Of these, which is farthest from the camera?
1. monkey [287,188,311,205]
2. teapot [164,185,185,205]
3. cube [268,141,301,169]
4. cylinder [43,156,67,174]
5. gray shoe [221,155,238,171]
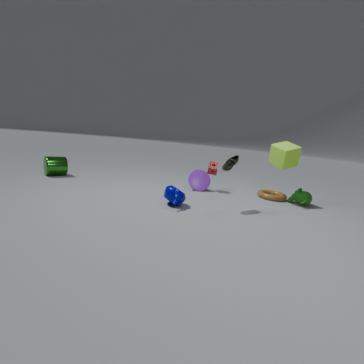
cylinder [43,156,67,174]
